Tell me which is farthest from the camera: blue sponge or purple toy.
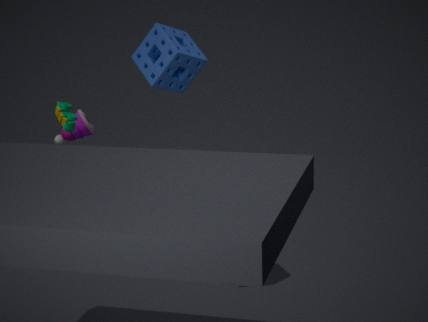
purple toy
